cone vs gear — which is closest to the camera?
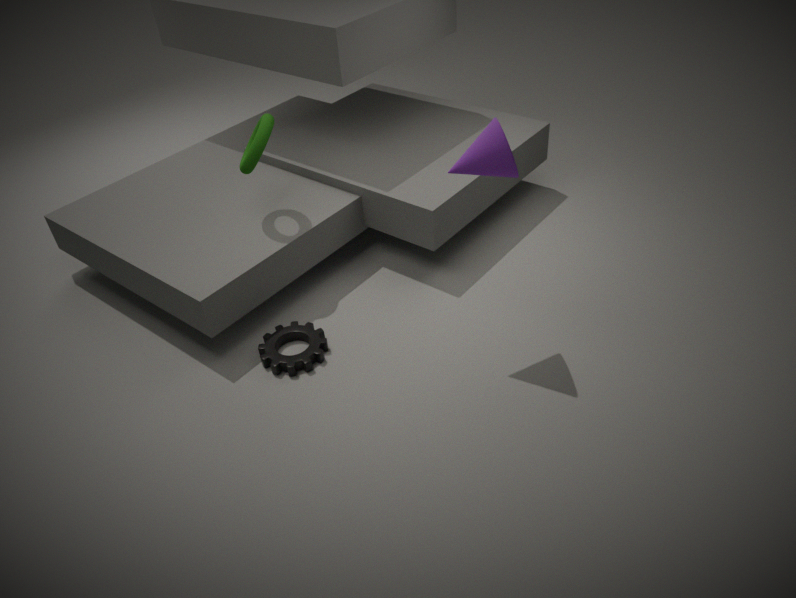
cone
